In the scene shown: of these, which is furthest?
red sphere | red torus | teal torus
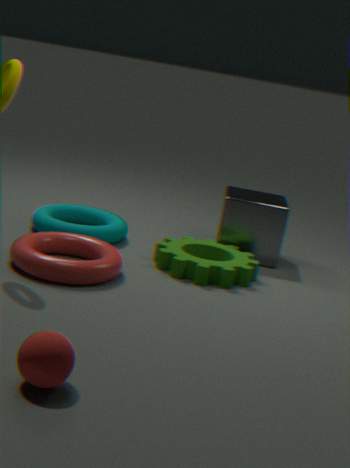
teal torus
